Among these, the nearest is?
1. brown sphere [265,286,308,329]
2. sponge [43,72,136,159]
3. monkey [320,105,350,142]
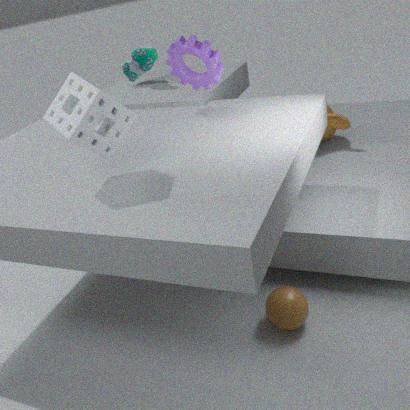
sponge [43,72,136,159]
